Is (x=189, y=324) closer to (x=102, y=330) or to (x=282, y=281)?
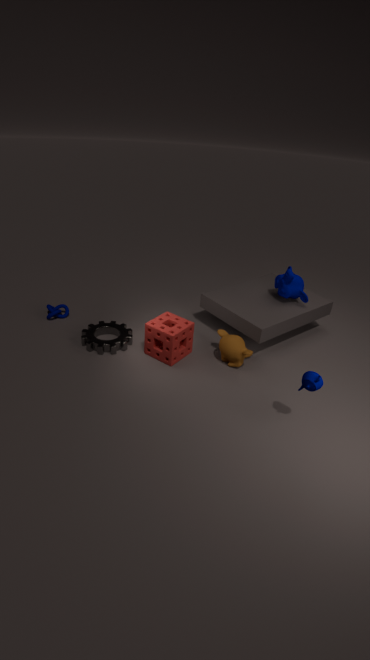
(x=102, y=330)
